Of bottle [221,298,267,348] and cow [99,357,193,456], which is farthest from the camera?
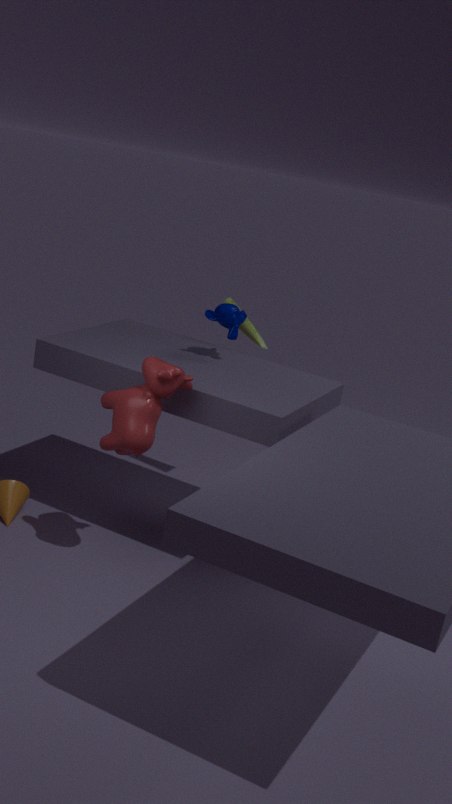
bottle [221,298,267,348]
